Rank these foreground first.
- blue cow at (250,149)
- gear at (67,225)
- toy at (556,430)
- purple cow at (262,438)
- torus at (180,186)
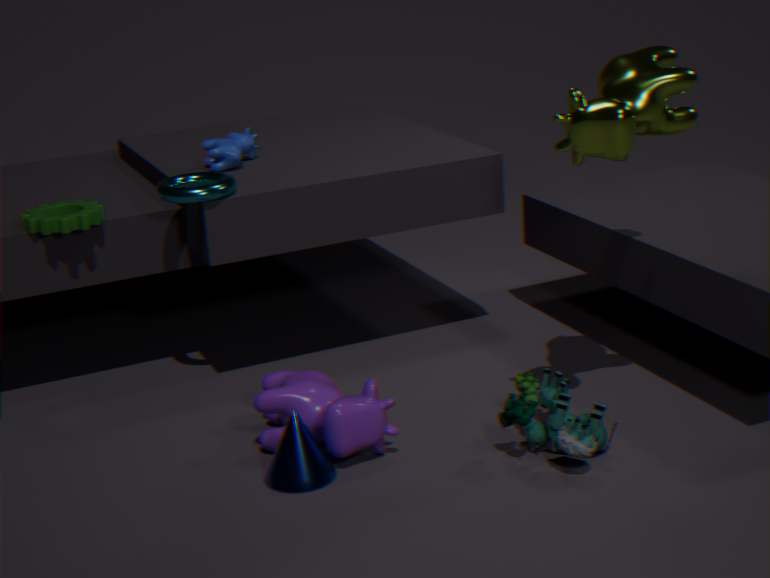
toy at (556,430), purple cow at (262,438), torus at (180,186), gear at (67,225), blue cow at (250,149)
